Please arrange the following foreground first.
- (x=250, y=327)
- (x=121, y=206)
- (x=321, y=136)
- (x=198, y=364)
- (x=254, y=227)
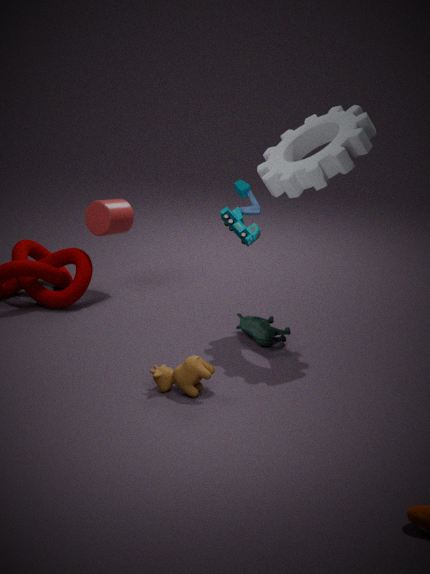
(x=198, y=364)
(x=254, y=227)
(x=321, y=136)
(x=250, y=327)
(x=121, y=206)
